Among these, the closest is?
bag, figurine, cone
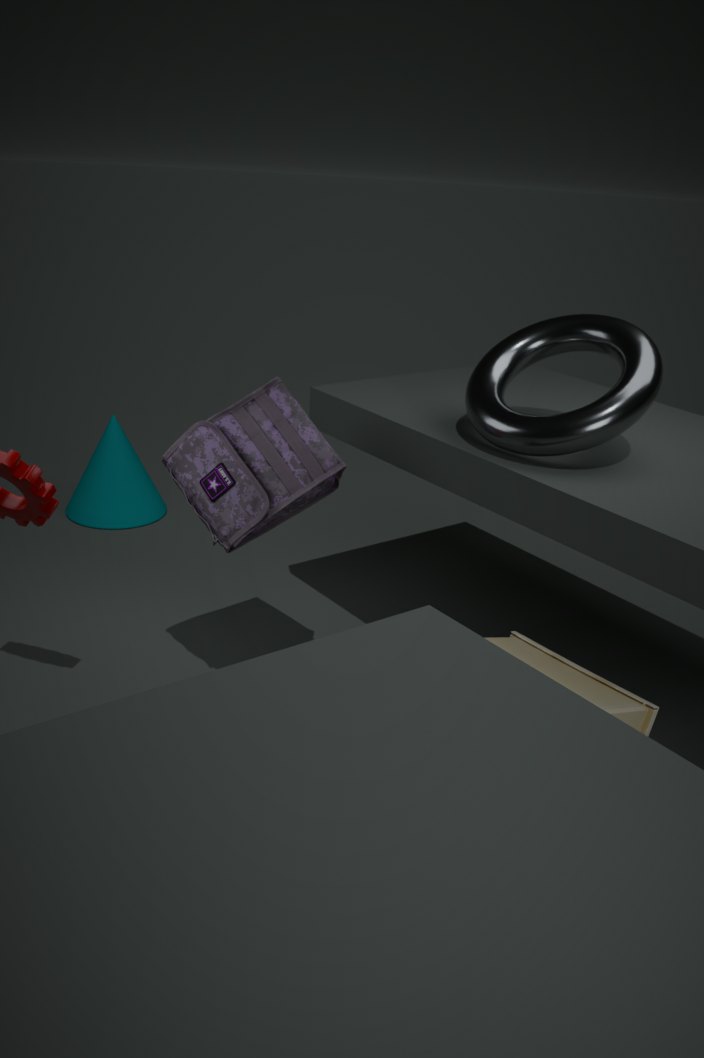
figurine
